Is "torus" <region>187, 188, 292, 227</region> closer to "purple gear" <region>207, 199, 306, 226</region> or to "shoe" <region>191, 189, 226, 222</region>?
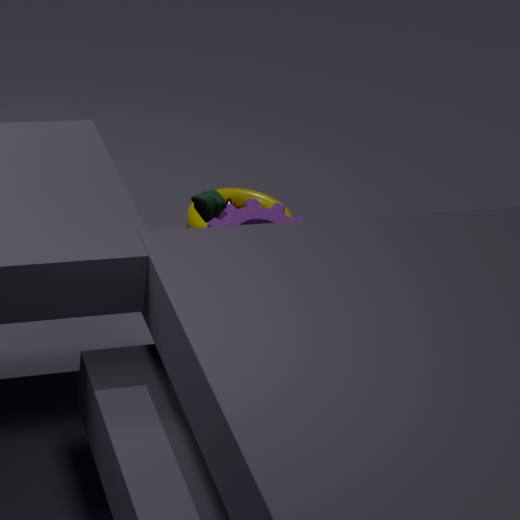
"purple gear" <region>207, 199, 306, 226</region>
